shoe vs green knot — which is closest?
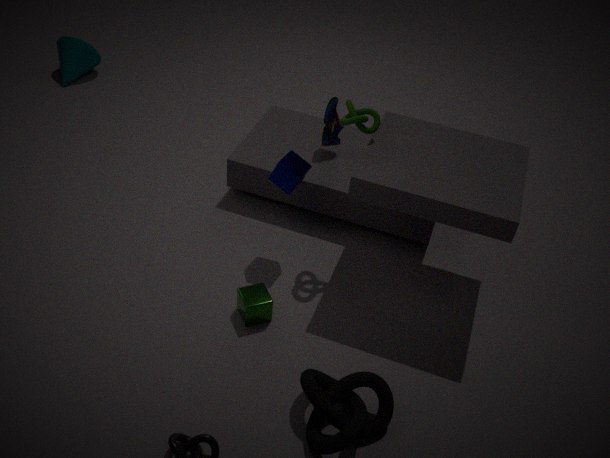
green knot
